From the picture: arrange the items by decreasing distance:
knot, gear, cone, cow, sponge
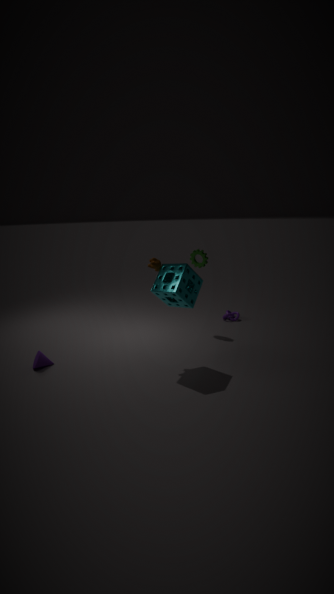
knot < gear < cone < cow < sponge
